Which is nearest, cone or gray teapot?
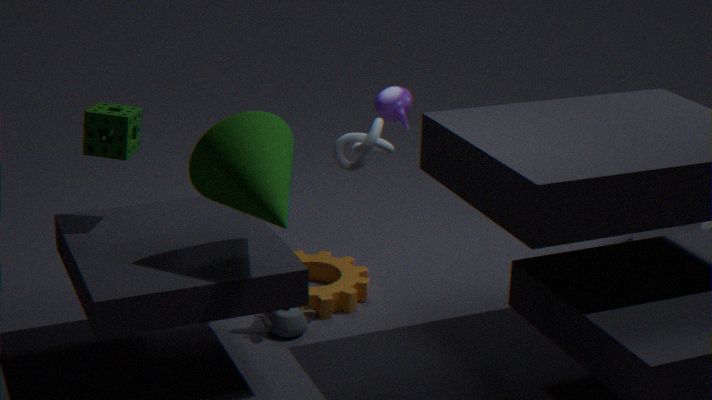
cone
